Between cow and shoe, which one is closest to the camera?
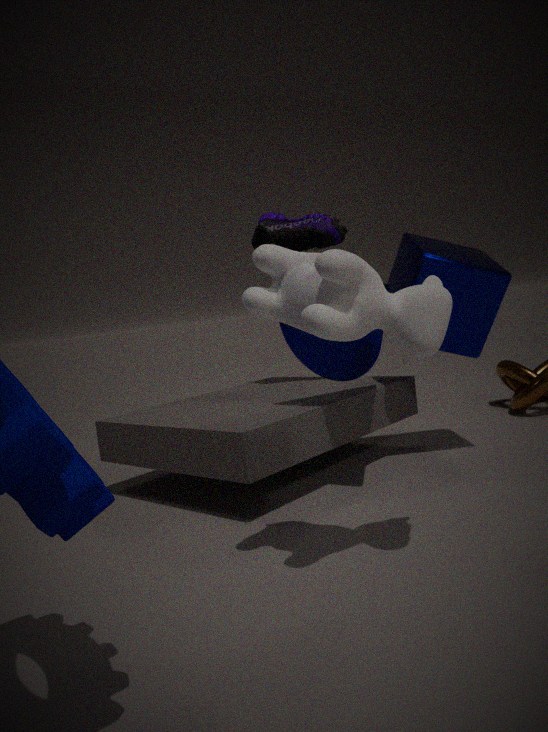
cow
